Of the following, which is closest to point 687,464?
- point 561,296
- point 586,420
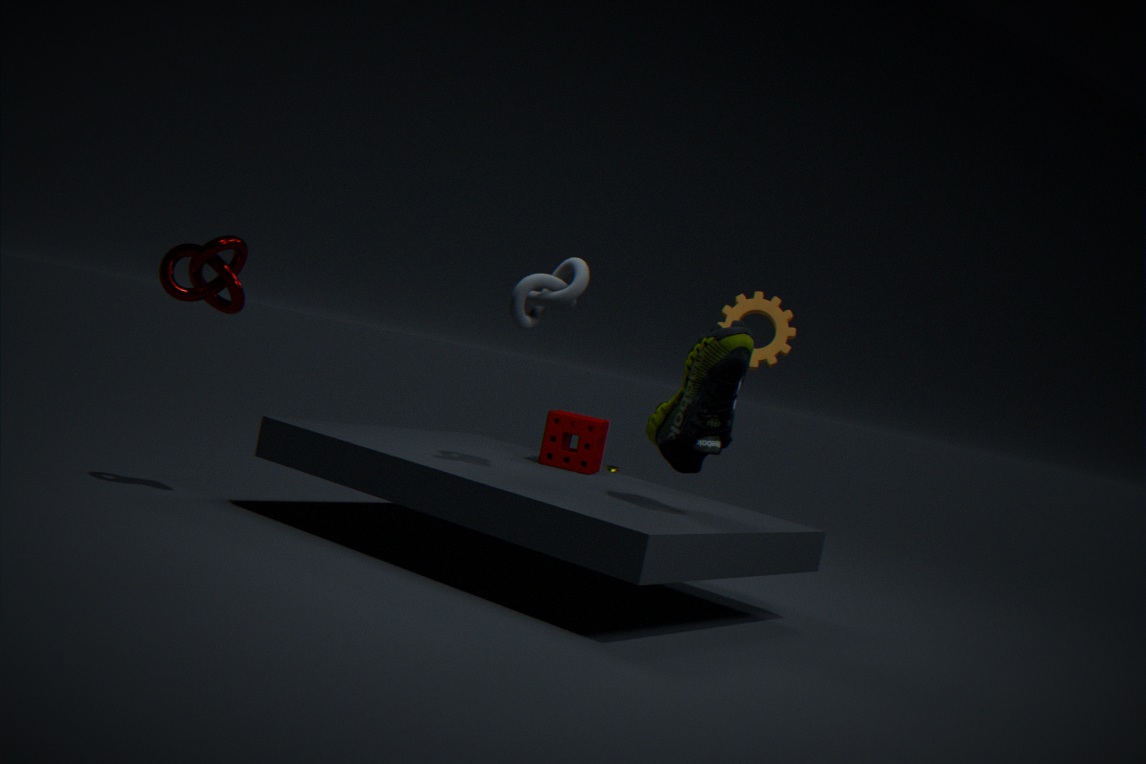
point 561,296
